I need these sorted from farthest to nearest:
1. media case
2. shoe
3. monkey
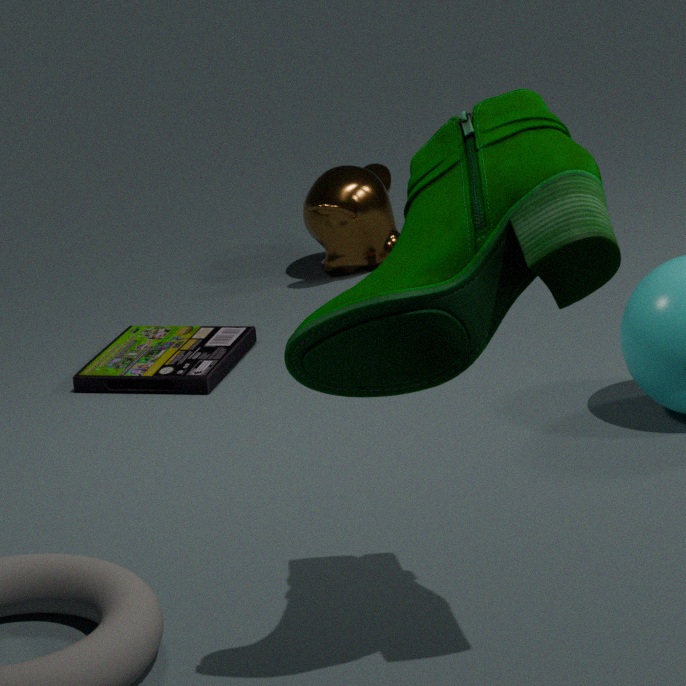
1. monkey
2. media case
3. shoe
